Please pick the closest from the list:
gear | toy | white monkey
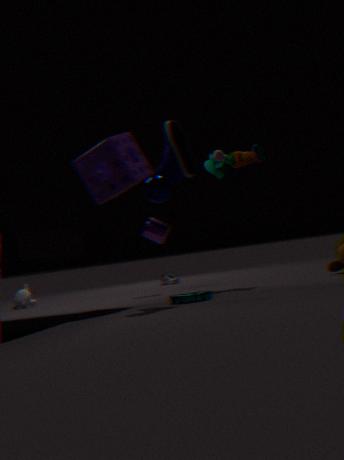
gear
